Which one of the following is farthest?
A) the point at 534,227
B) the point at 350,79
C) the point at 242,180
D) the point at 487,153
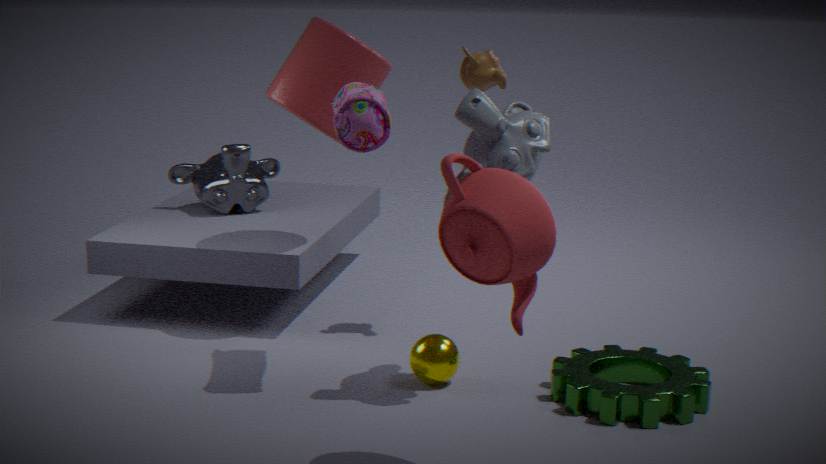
the point at 242,180
